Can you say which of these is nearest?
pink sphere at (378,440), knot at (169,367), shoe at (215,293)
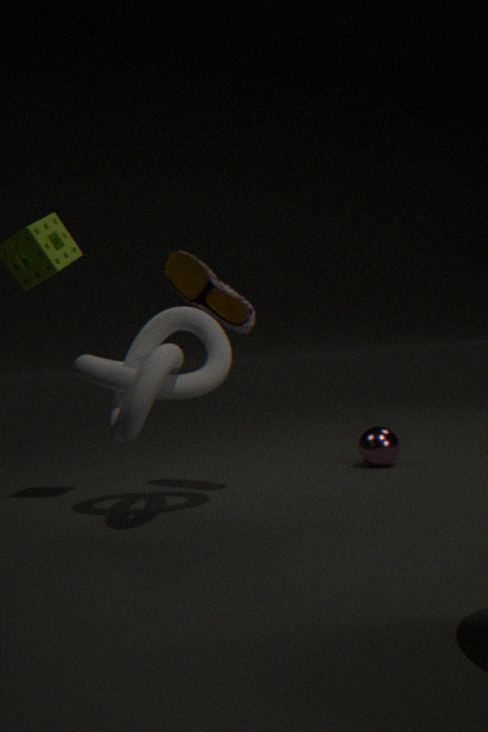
knot at (169,367)
